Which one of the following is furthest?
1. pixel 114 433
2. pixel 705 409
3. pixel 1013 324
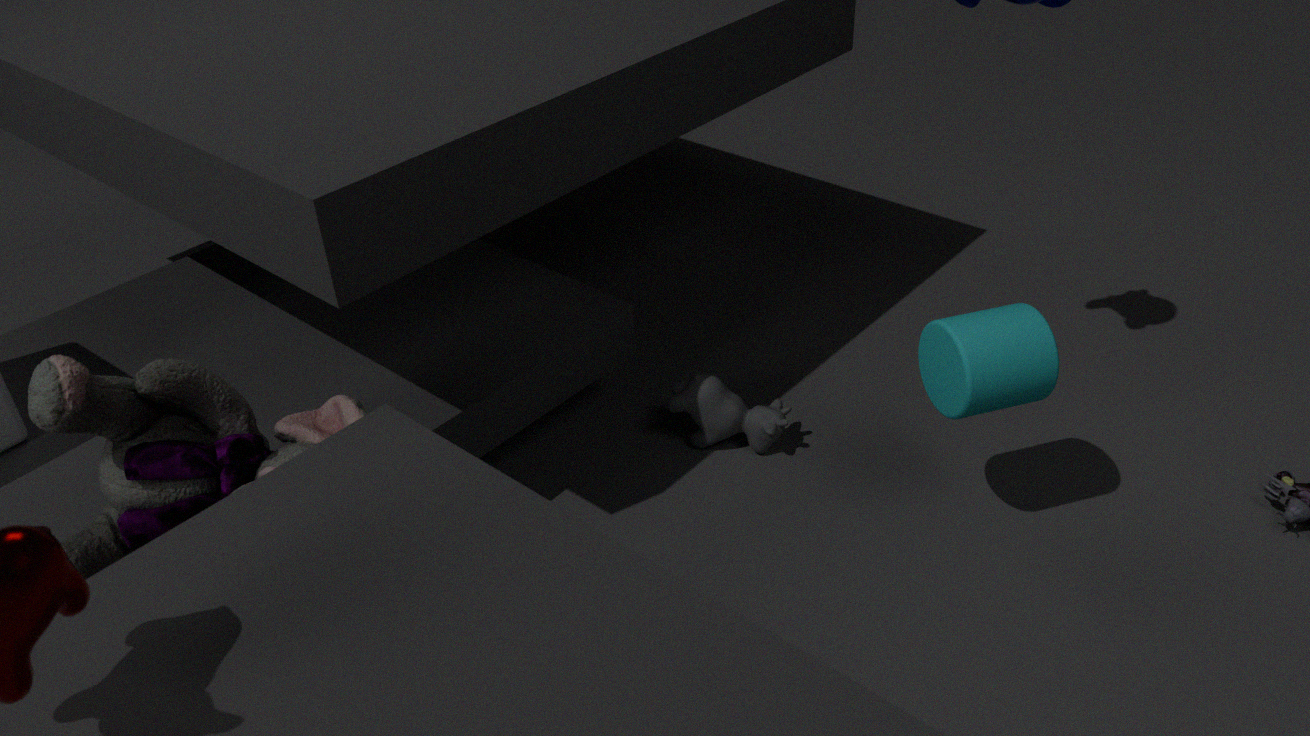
pixel 705 409
